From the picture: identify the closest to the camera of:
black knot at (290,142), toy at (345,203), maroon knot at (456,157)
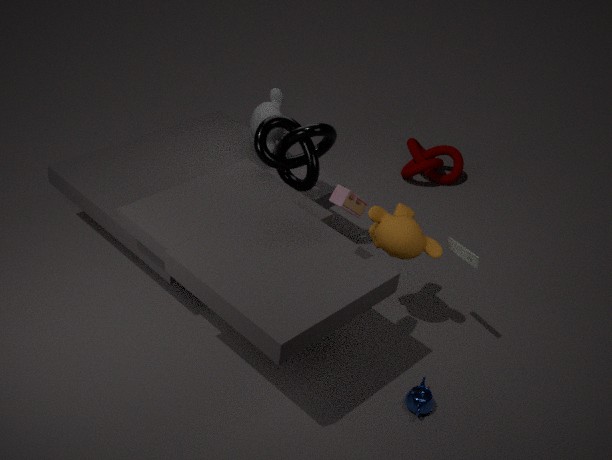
toy at (345,203)
